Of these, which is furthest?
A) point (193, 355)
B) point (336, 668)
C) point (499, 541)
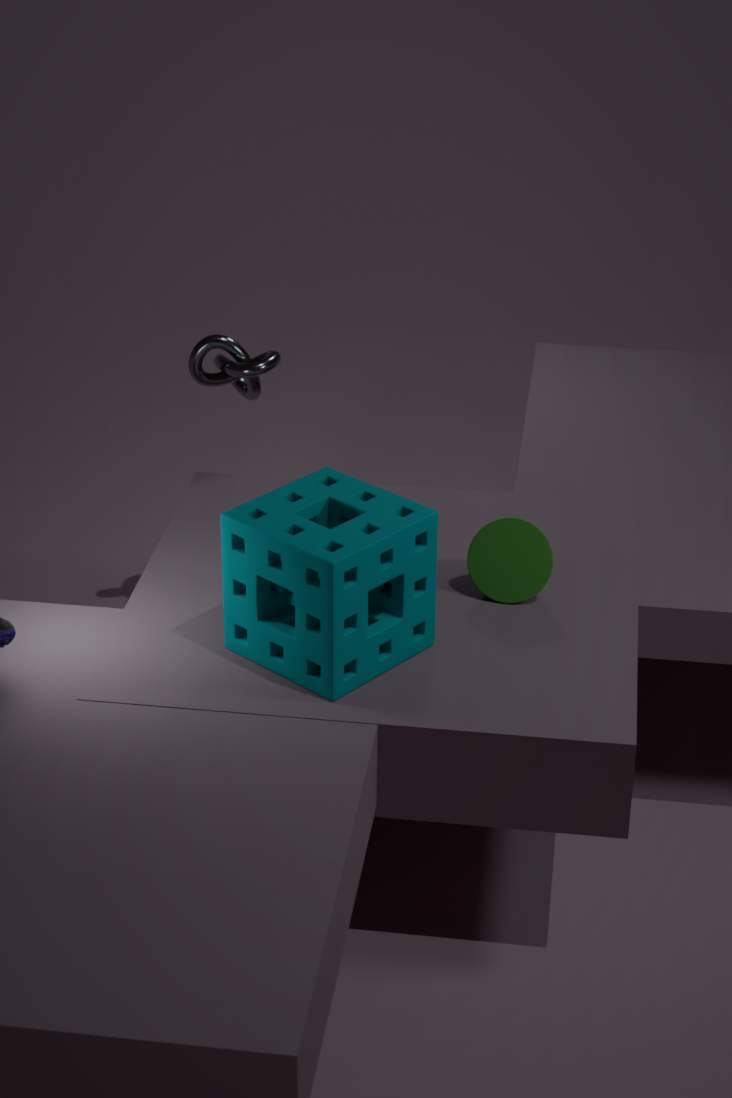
point (193, 355)
